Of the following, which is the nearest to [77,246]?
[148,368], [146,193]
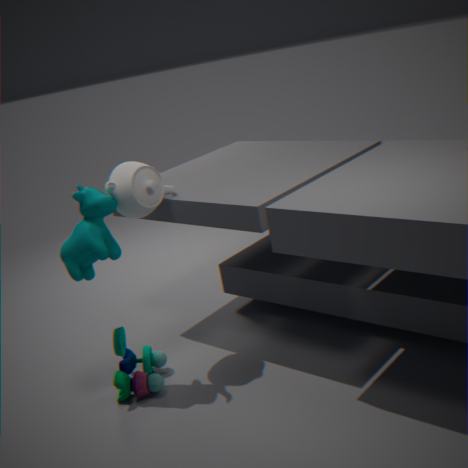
[146,193]
